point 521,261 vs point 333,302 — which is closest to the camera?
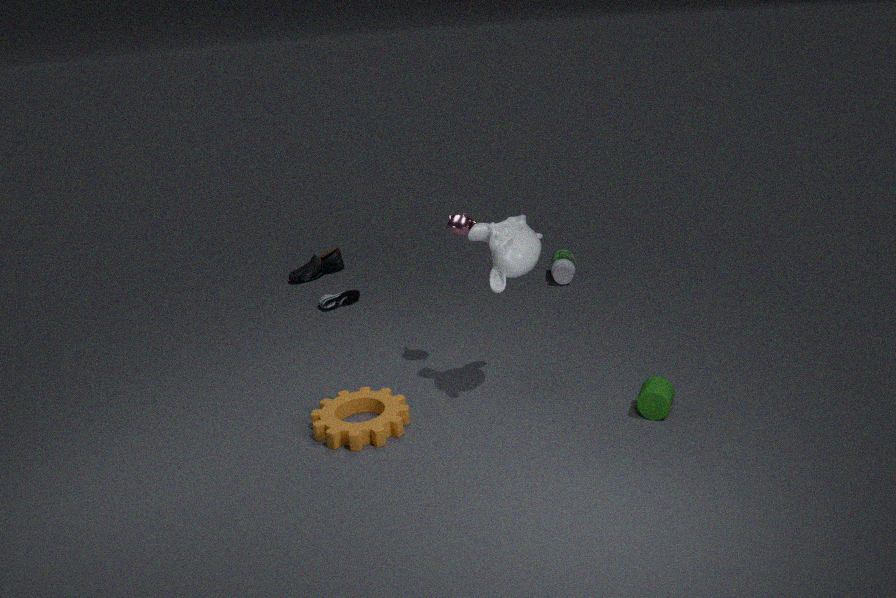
point 521,261
